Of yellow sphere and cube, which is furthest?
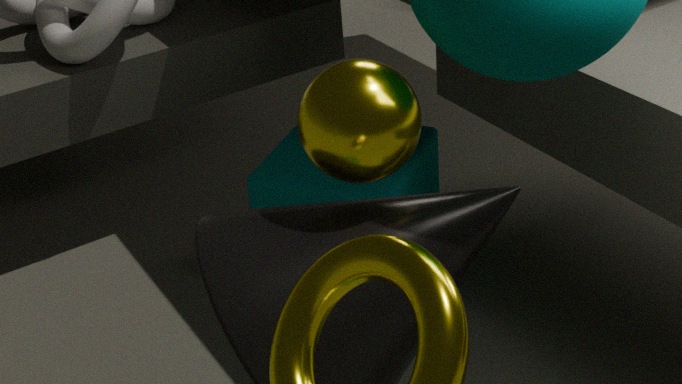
cube
